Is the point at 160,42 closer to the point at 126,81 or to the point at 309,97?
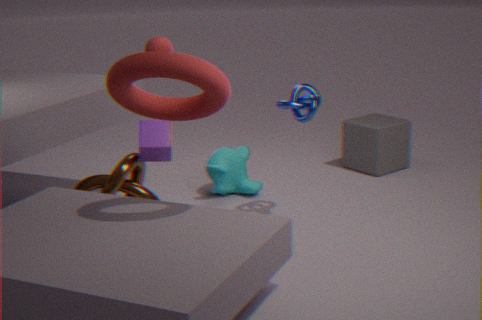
the point at 309,97
